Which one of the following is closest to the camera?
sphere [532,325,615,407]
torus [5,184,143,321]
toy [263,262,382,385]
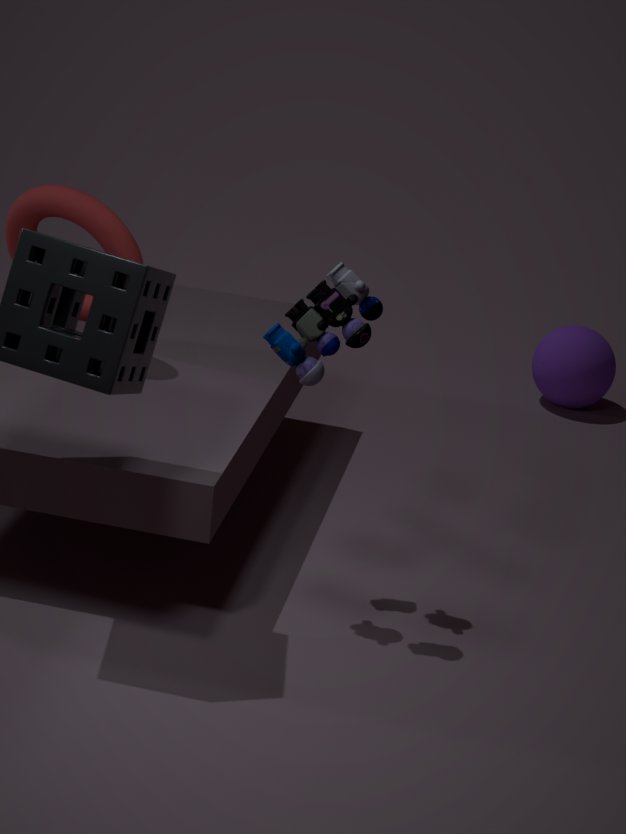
toy [263,262,382,385]
